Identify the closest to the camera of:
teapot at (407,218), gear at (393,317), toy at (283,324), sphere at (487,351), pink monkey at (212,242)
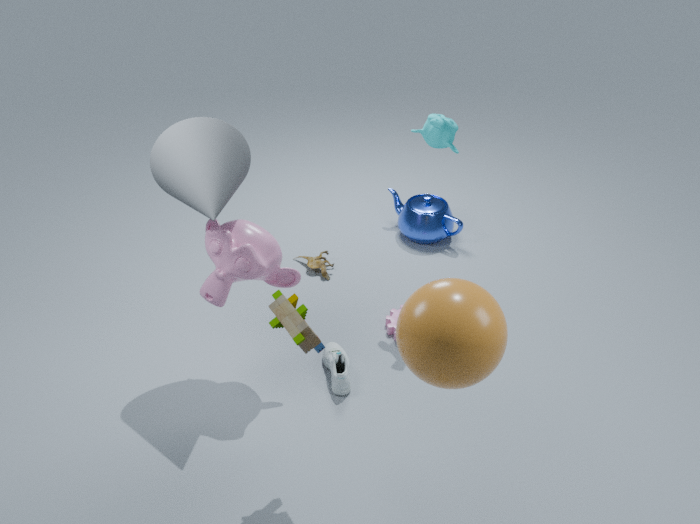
sphere at (487,351)
